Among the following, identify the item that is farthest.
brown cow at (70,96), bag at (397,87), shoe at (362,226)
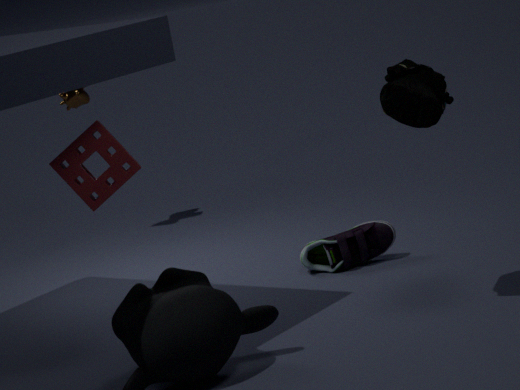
brown cow at (70,96)
